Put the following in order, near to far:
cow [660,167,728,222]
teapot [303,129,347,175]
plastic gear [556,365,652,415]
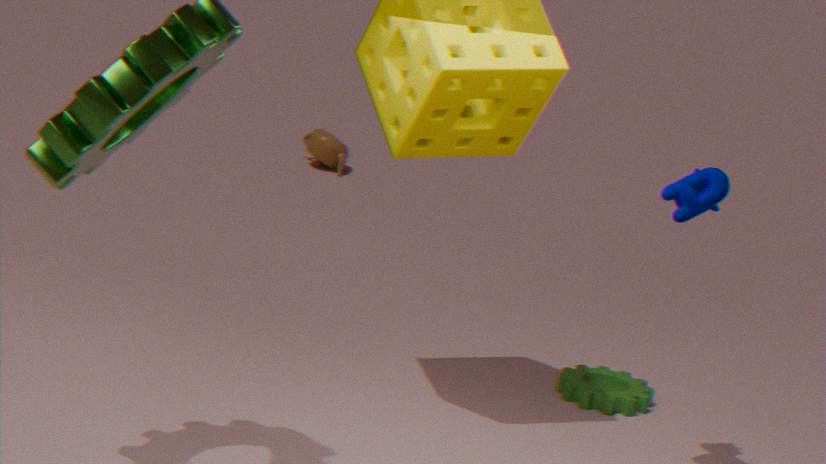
cow [660,167,728,222] < plastic gear [556,365,652,415] < teapot [303,129,347,175]
